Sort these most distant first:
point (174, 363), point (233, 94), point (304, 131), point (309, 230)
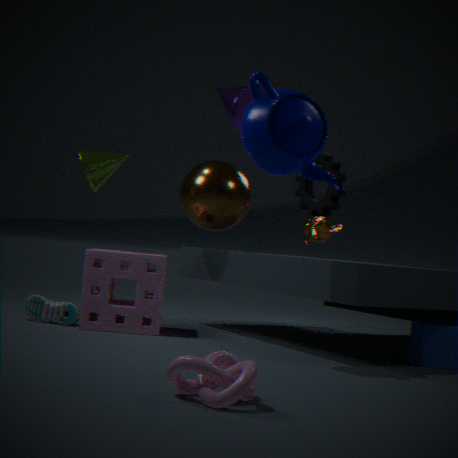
point (309, 230) < point (233, 94) < point (304, 131) < point (174, 363)
